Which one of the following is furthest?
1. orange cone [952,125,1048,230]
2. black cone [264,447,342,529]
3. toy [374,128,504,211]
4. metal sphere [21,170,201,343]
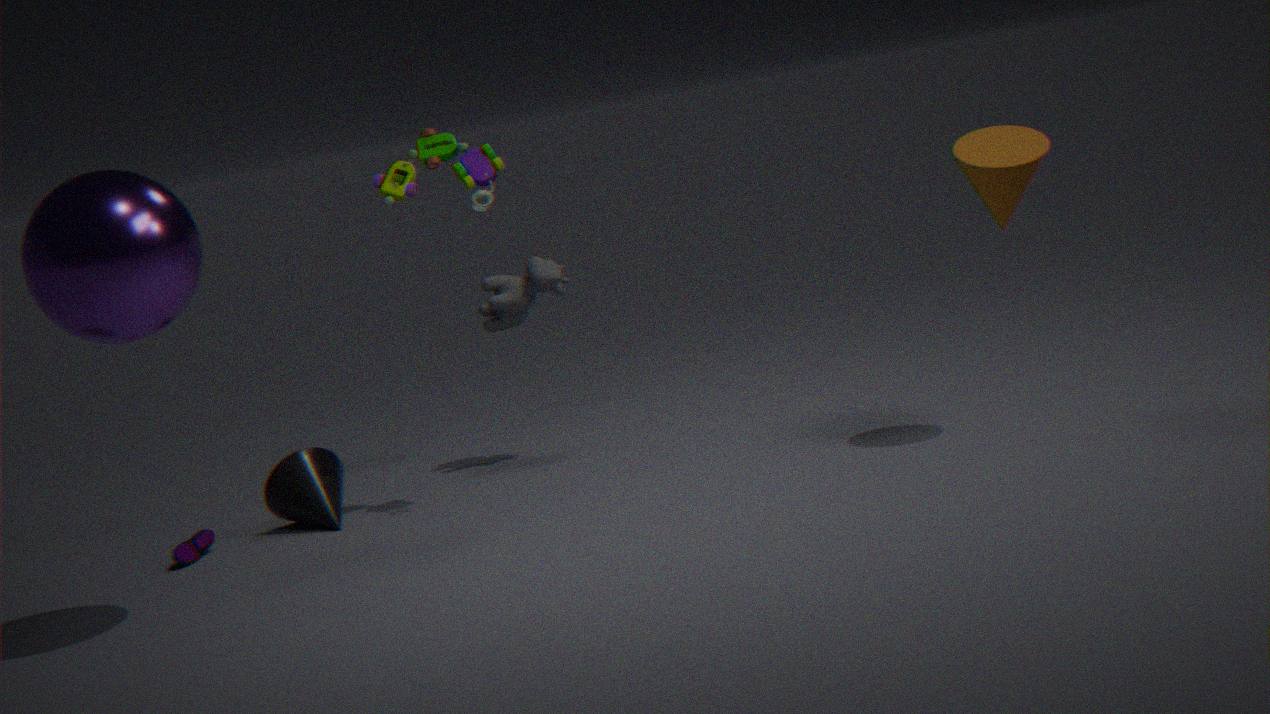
black cone [264,447,342,529]
